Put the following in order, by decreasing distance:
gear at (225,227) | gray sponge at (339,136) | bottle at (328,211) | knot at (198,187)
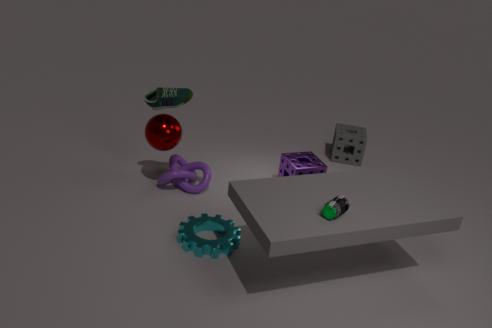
1. gray sponge at (339,136)
2. knot at (198,187)
3. gear at (225,227)
4. bottle at (328,211)
